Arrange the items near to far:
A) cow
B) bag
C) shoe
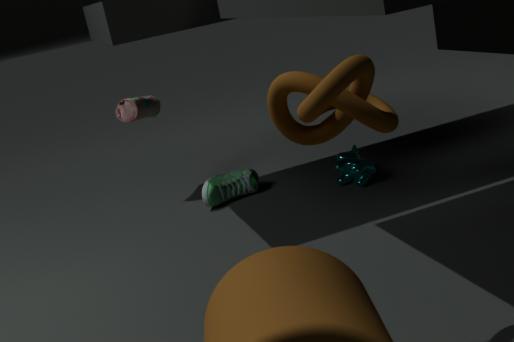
1. cow
2. shoe
3. bag
